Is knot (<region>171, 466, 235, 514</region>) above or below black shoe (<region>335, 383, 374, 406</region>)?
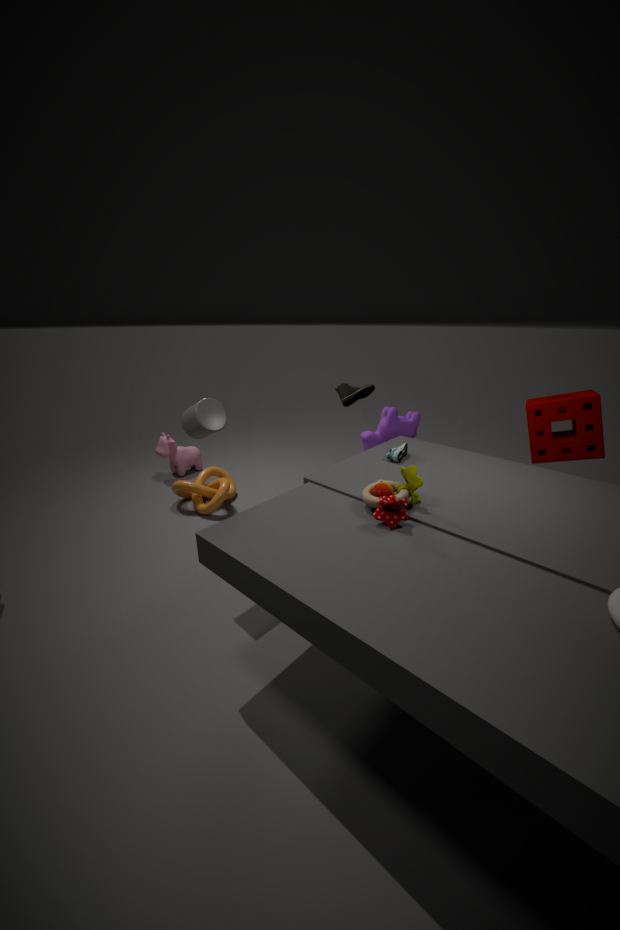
below
